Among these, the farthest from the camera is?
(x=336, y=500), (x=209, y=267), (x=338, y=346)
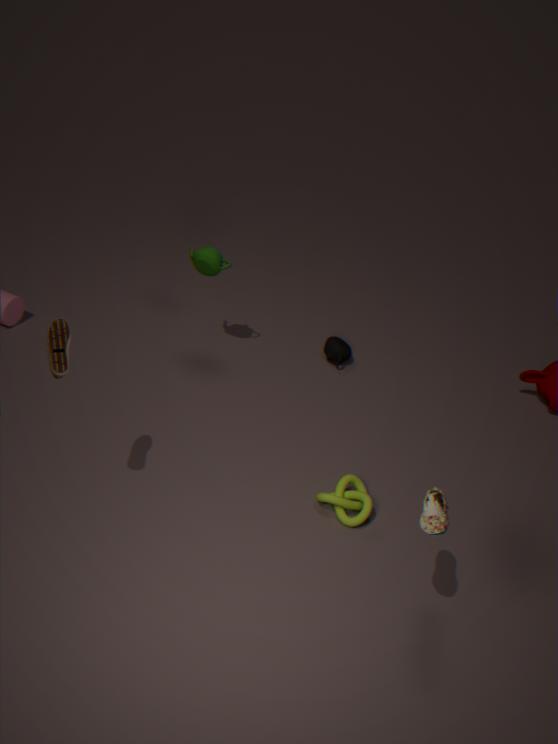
(x=338, y=346)
